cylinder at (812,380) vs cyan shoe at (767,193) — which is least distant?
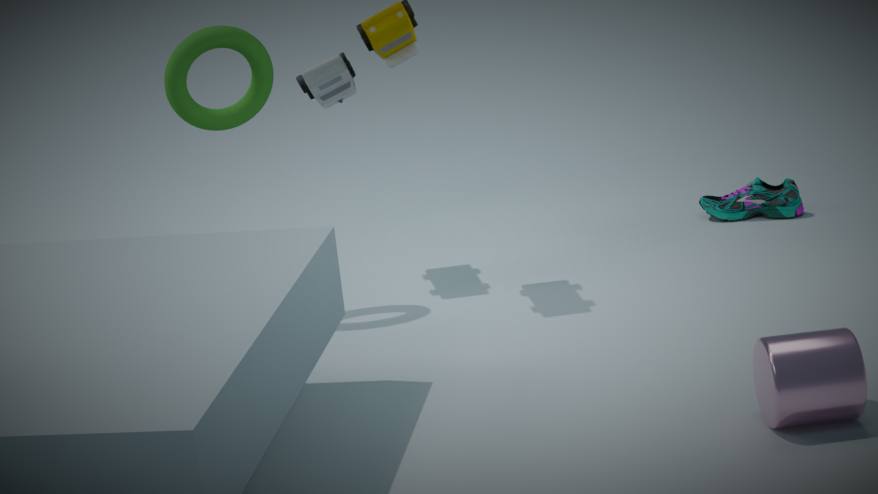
cylinder at (812,380)
